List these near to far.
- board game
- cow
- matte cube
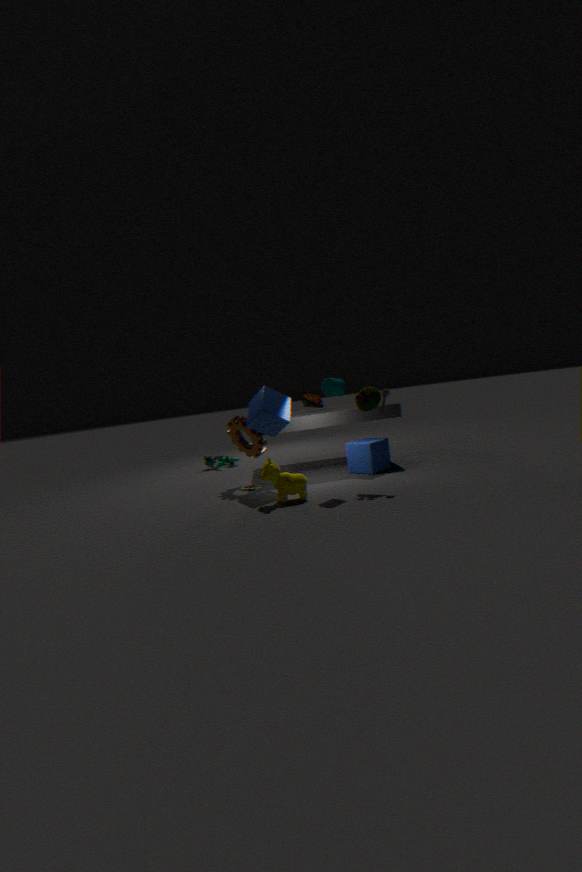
1. cow
2. matte cube
3. board game
